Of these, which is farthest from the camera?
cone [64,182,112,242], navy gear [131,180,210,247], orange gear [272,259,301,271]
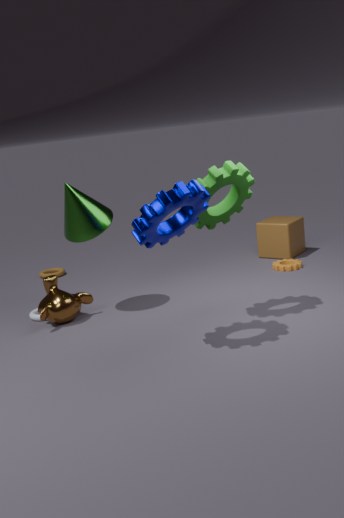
orange gear [272,259,301,271]
